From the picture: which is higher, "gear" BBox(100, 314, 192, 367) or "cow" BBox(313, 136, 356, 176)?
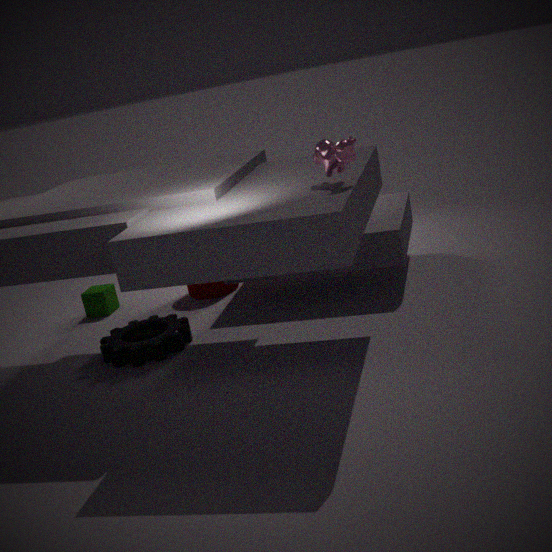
"cow" BBox(313, 136, 356, 176)
